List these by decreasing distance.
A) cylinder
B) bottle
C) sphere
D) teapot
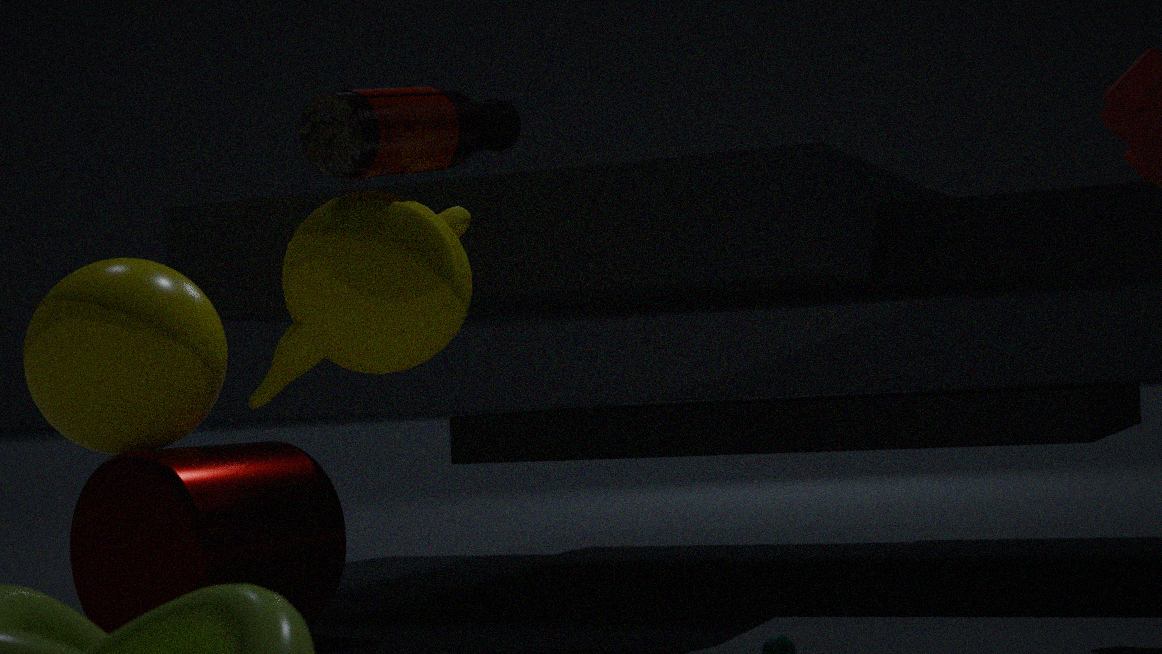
1. bottle
2. sphere
3. cylinder
4. teapot
